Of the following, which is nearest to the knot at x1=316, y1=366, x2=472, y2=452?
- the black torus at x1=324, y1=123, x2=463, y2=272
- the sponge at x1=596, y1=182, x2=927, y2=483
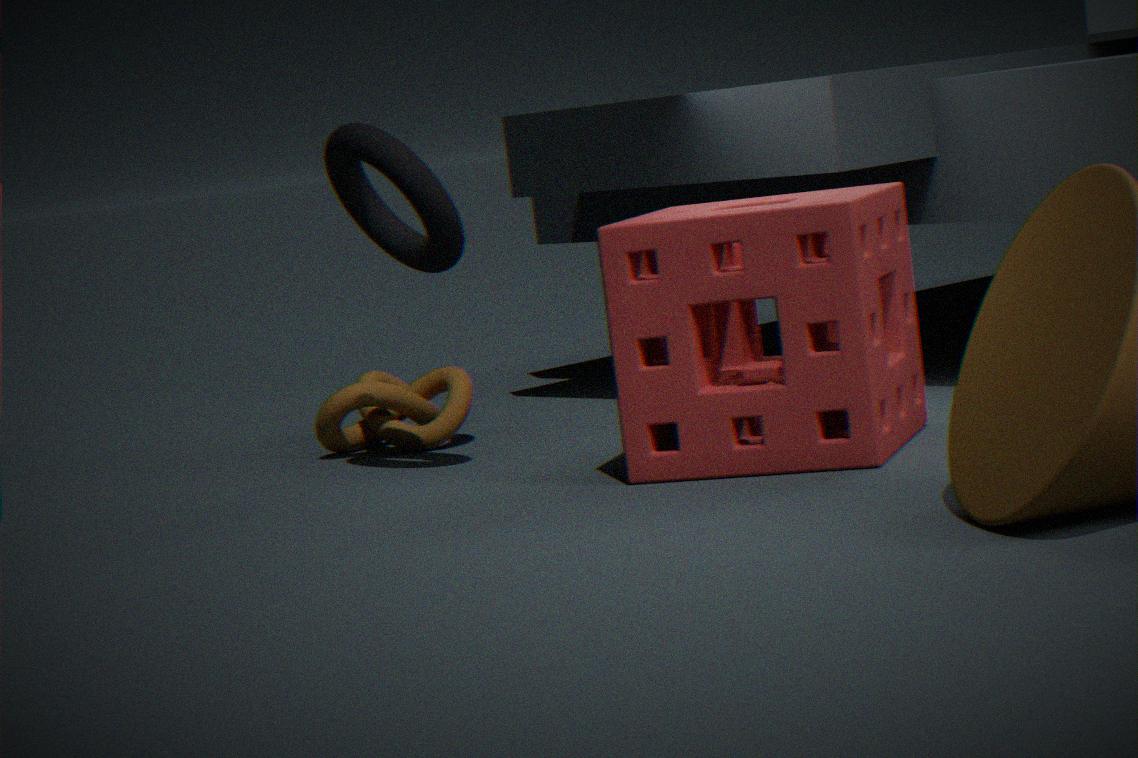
Result: the black torus at x1=324, y1=123, x2=463, y2=272
